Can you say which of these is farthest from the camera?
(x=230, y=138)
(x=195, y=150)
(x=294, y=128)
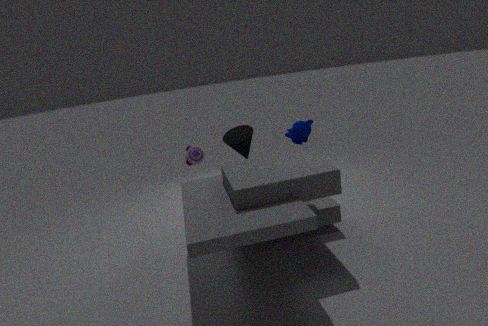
(x=195, y=150)
